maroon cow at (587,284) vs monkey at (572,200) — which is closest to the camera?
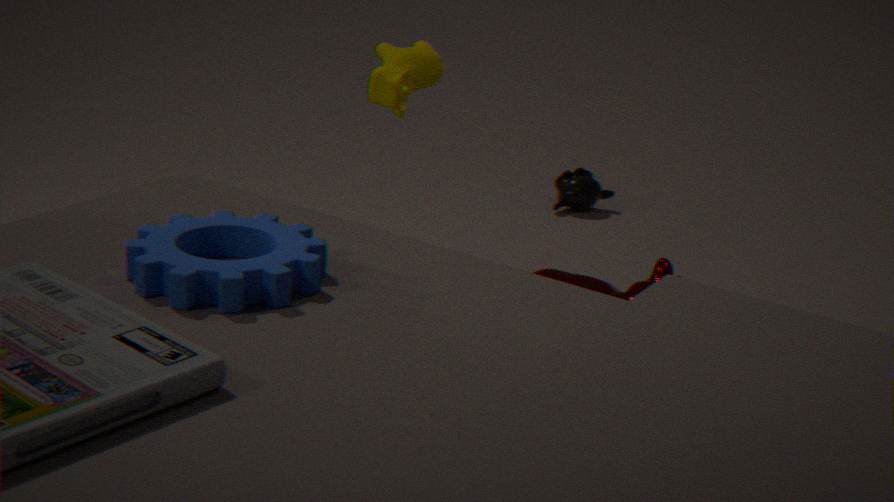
maroon cow at (587,284)
